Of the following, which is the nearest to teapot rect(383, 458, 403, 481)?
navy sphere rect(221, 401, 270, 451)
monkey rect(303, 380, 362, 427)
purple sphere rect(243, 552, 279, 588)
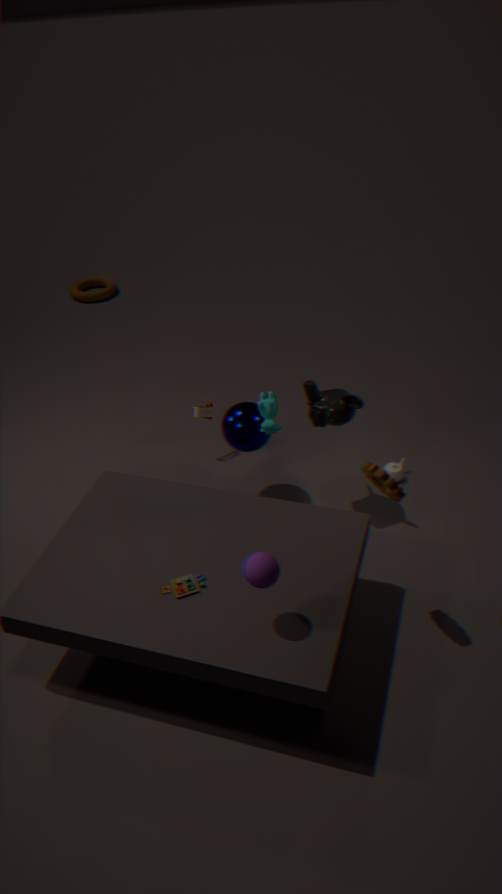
monkey rect(303, 380, 362, 427)
